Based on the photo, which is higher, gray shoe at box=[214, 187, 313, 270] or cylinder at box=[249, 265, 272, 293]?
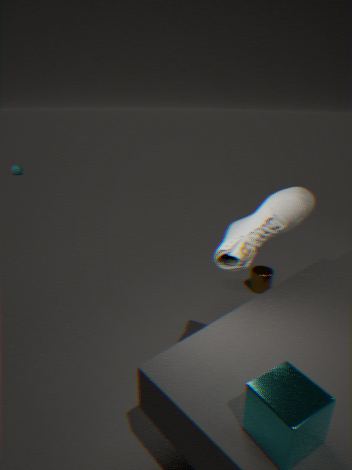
gray shoe at box=[214, 187, 313, 270]
